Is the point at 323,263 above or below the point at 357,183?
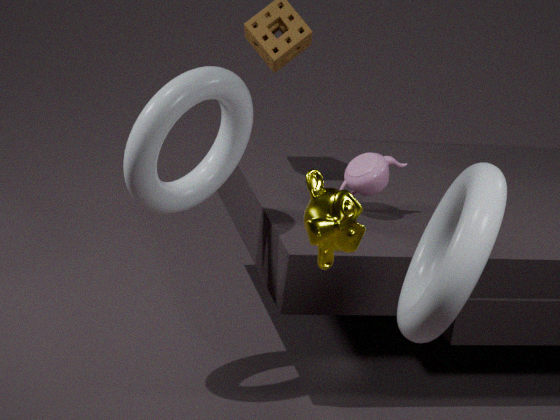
above
